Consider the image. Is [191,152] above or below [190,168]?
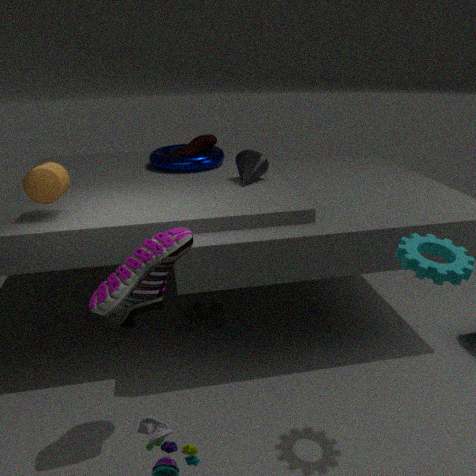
above
